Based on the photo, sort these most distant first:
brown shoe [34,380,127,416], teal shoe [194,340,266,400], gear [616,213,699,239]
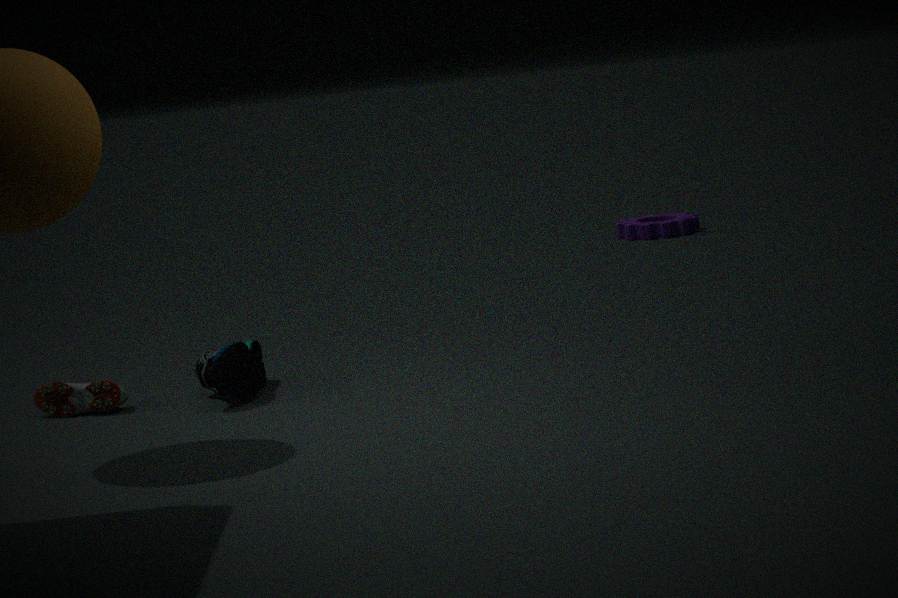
gear [616,213,699,239] → brown shoe [34,380,127,416] → teal shoe [194,340,266,400]
